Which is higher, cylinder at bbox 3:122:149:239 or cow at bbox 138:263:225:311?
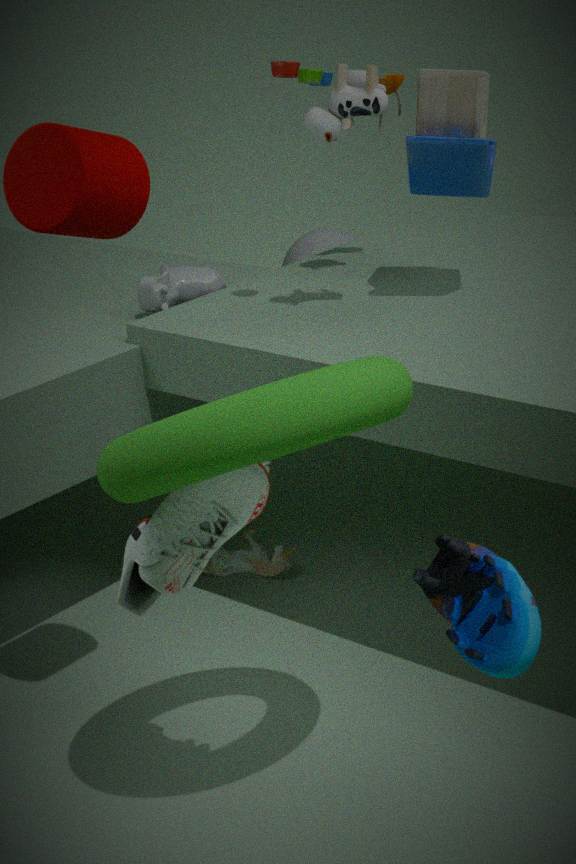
cylinder at bbox 3:122:149:239
